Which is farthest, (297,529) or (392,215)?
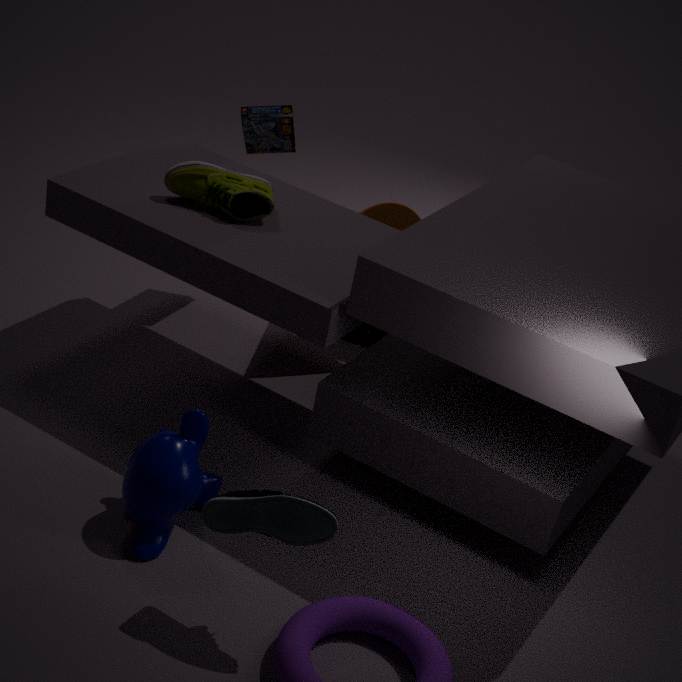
(392,215)
